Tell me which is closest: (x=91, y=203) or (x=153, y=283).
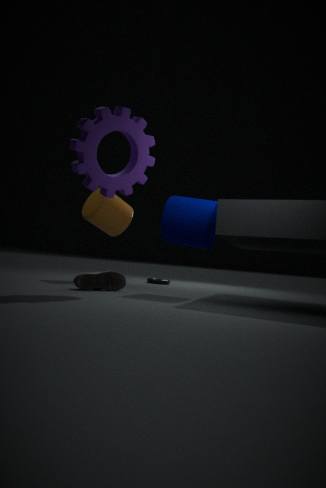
(x=91, y=203)
